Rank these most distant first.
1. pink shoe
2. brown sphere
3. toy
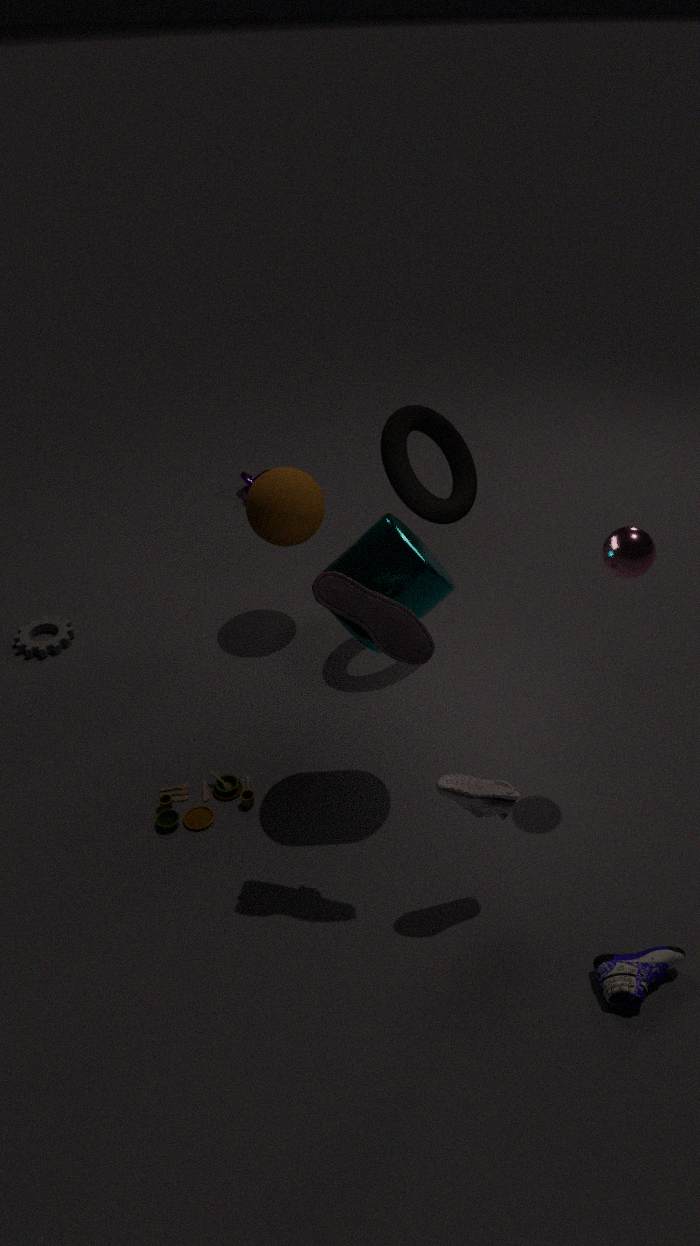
brown sphere → toy → pink shoe
